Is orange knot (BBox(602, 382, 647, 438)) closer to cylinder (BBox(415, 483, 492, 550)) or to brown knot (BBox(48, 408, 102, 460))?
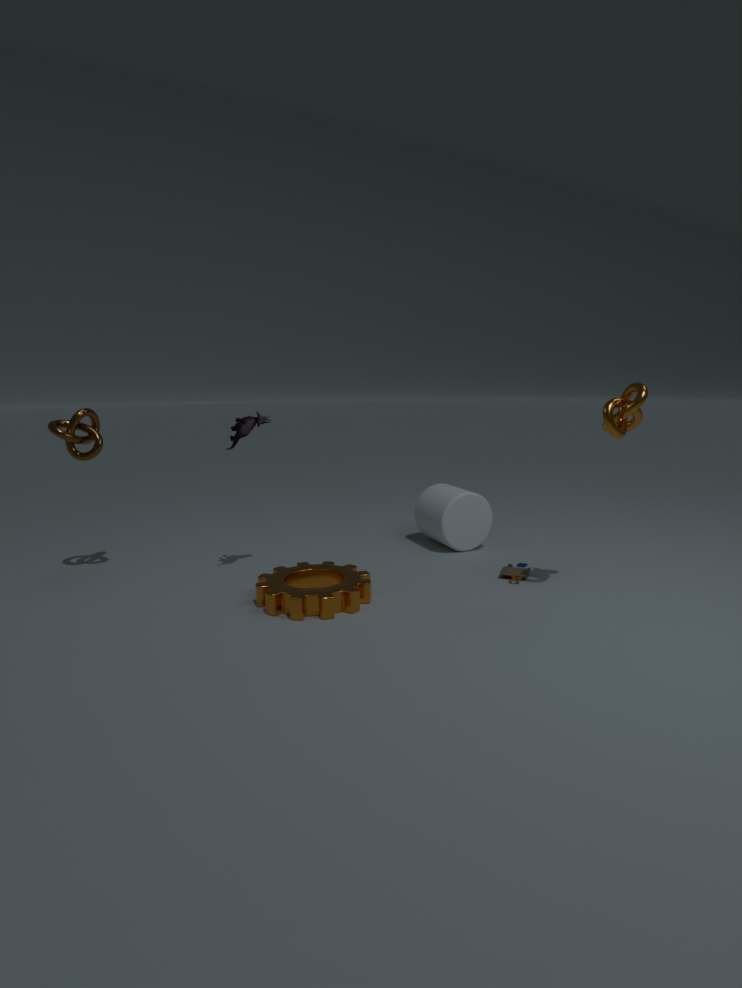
cylinder (BBox(415, 483, 492, 550))
